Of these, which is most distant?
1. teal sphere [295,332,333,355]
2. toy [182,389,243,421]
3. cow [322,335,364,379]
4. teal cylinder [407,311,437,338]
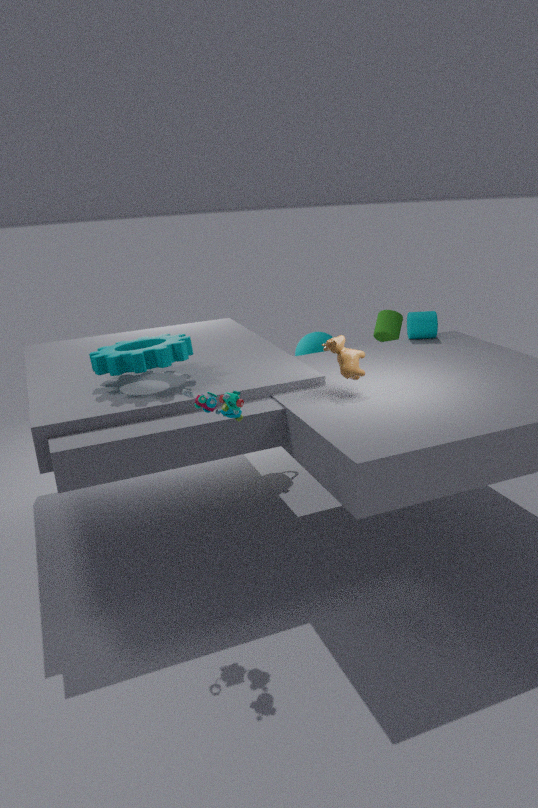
teal sphere [295,332,333,355]
